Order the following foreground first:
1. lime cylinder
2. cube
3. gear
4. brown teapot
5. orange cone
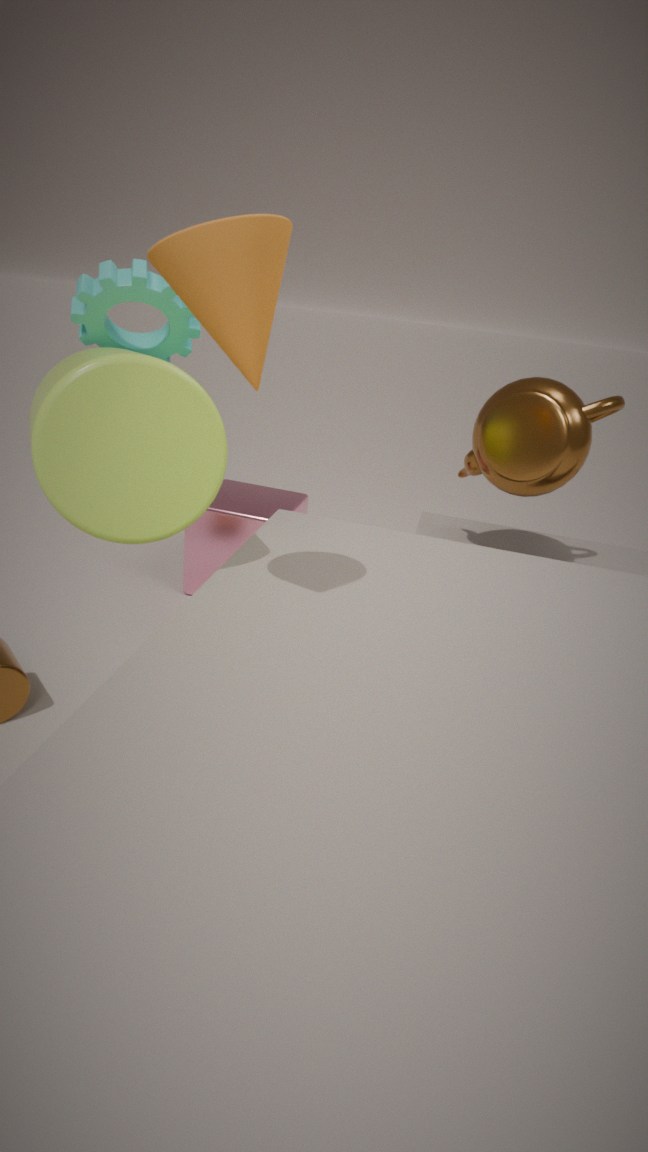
1. orange cone
2. lime cylinder
3. gear
4. brown teapot
5. cube
